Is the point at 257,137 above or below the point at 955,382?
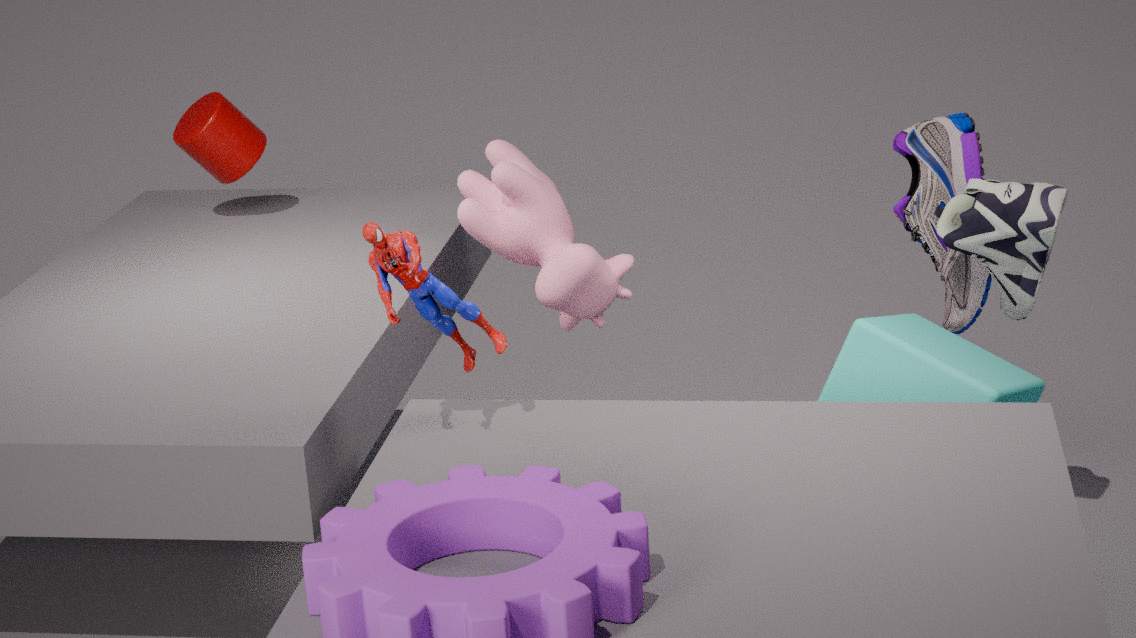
above
